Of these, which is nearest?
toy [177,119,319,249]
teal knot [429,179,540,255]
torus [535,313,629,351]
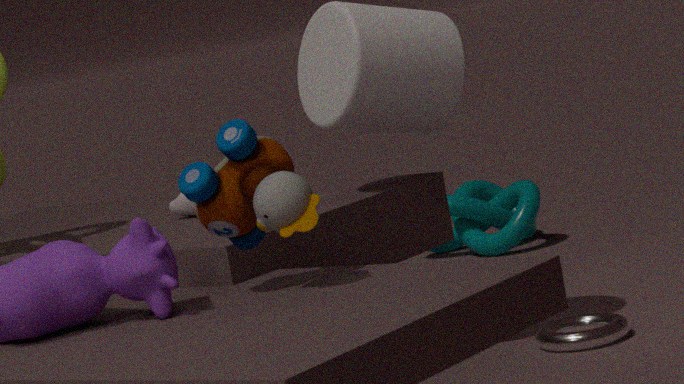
toy [177,119,319,249]
